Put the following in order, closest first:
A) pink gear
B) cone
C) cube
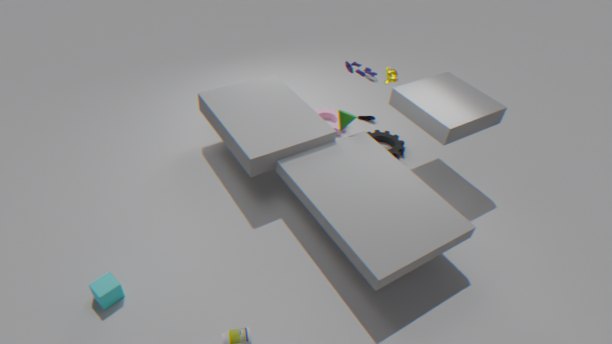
C. cube, B. cone, A. pink gear
